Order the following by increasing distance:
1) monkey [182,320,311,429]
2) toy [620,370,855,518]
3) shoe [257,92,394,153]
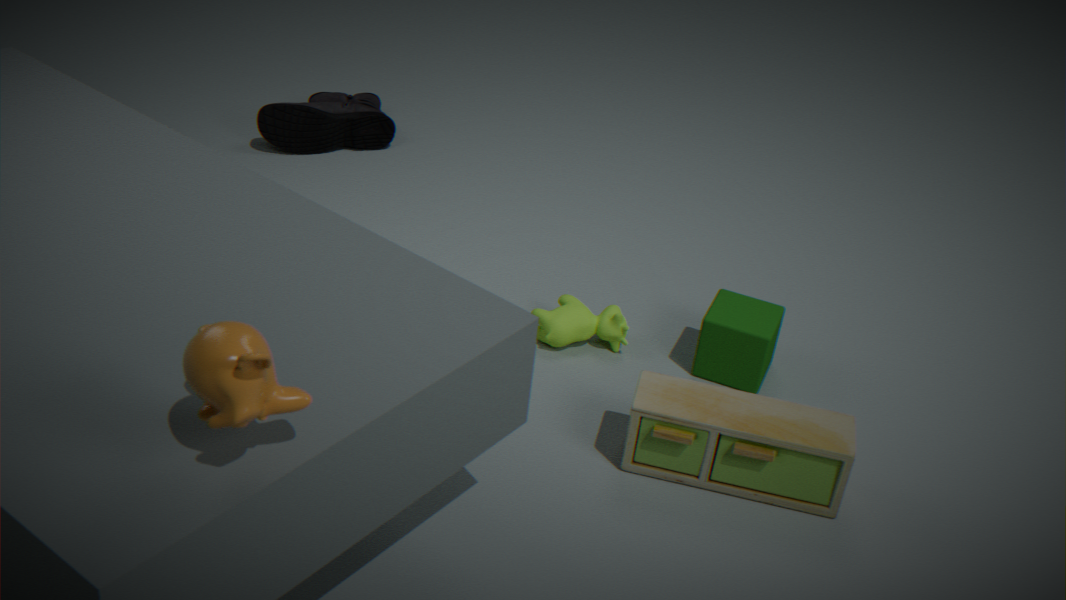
1. monkey [182,320,311,429], 2. toy [620,370,855,518], 3. shoe [257,92,394,153]
